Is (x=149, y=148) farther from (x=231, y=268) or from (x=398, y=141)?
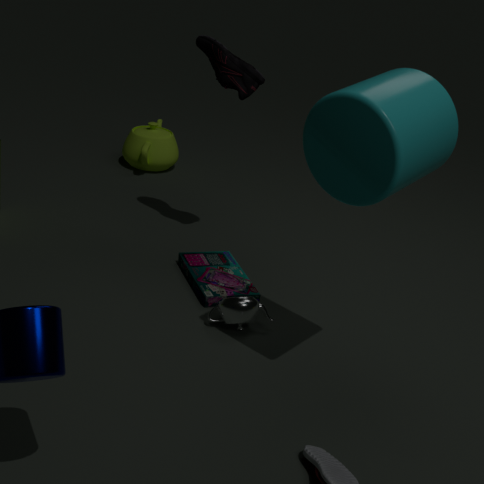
(x=398, y=141)
